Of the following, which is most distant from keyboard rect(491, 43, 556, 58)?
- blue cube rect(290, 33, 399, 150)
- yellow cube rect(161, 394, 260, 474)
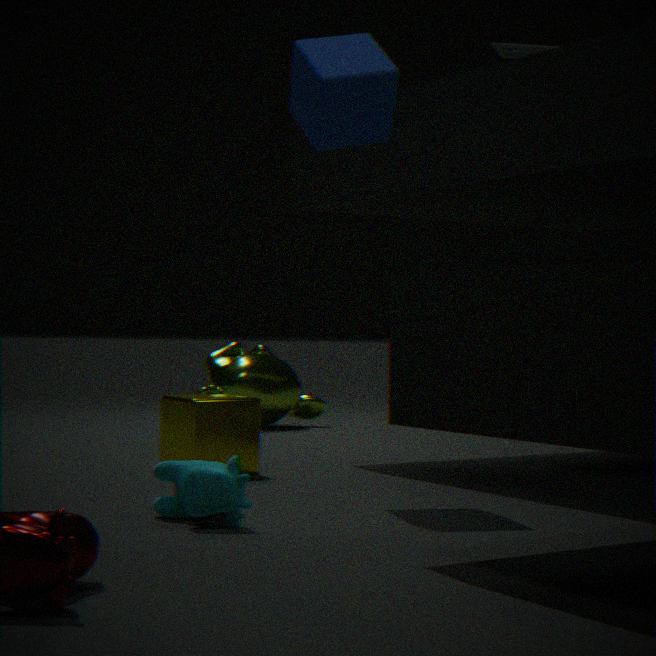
yellow cube rect(161, 394, 260, 474)
